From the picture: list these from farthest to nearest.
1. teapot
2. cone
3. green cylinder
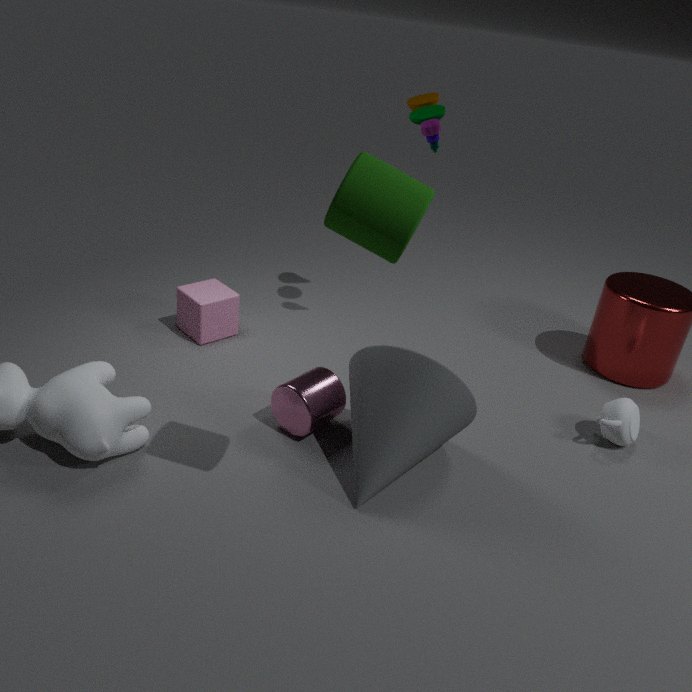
teapot → cone → green cylinder
